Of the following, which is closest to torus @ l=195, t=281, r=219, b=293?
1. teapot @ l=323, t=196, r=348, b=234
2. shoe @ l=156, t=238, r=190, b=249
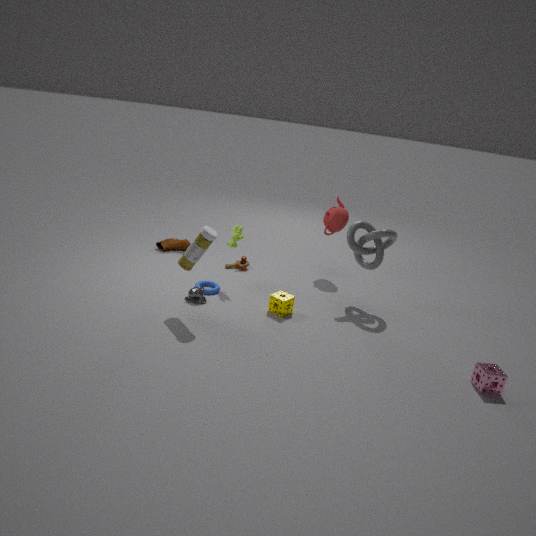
shoe @ l=156, t=238, r=190, b=249
